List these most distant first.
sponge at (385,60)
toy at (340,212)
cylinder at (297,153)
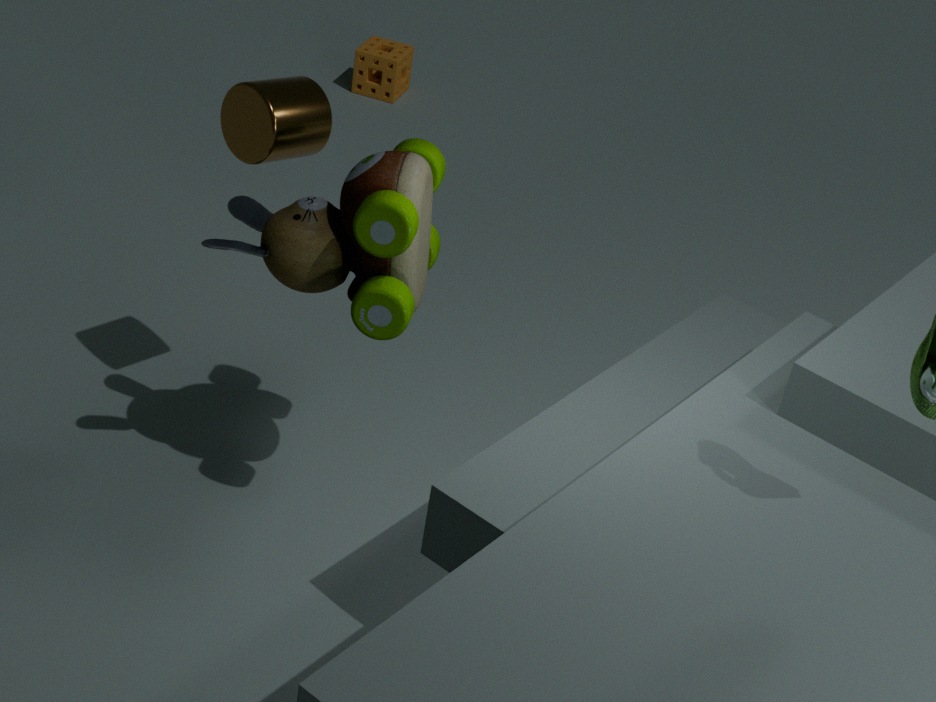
sponge at (385,60) < cylinder at (297,153) < toy at (340,212)
